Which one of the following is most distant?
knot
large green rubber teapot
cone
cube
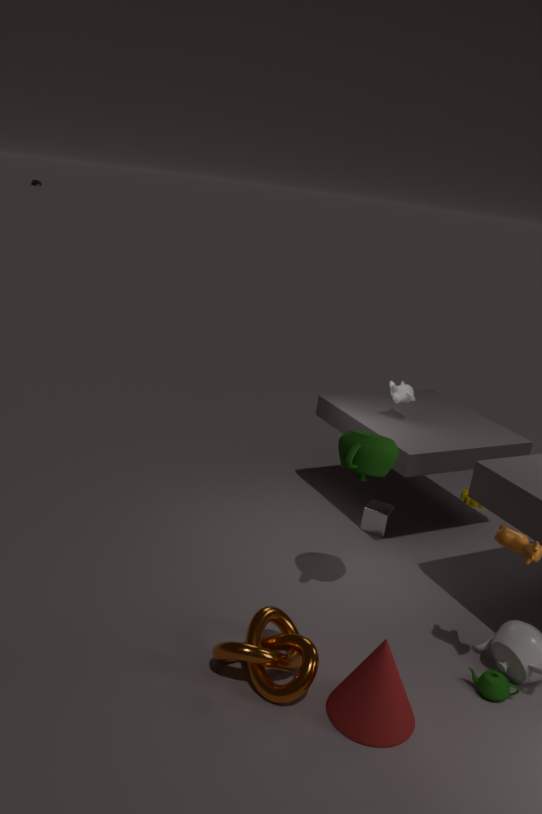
cube
